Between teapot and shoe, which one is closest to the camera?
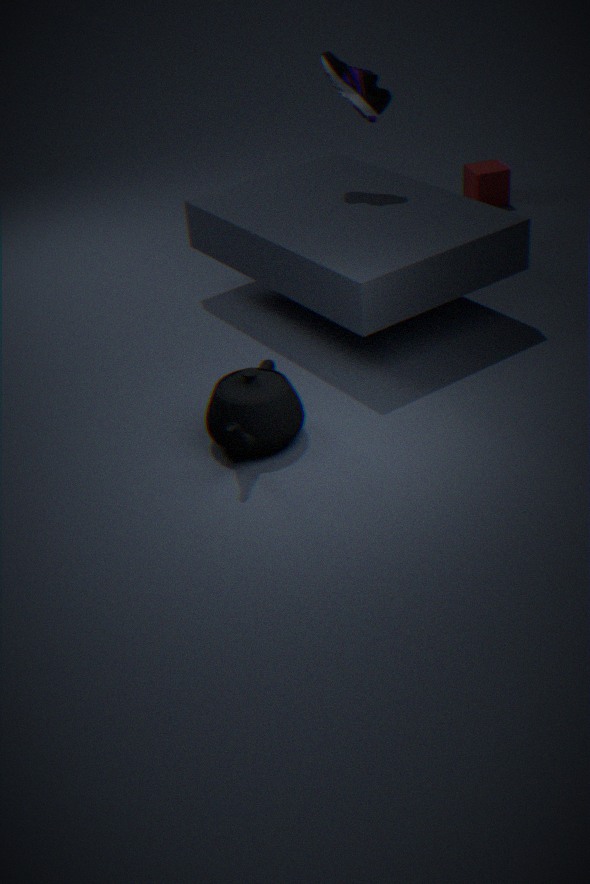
teapot
